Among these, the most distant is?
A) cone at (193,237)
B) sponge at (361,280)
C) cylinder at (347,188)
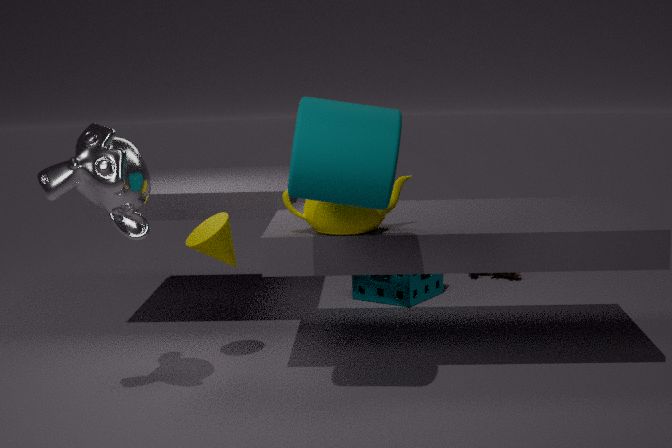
sponge at (361,280)
